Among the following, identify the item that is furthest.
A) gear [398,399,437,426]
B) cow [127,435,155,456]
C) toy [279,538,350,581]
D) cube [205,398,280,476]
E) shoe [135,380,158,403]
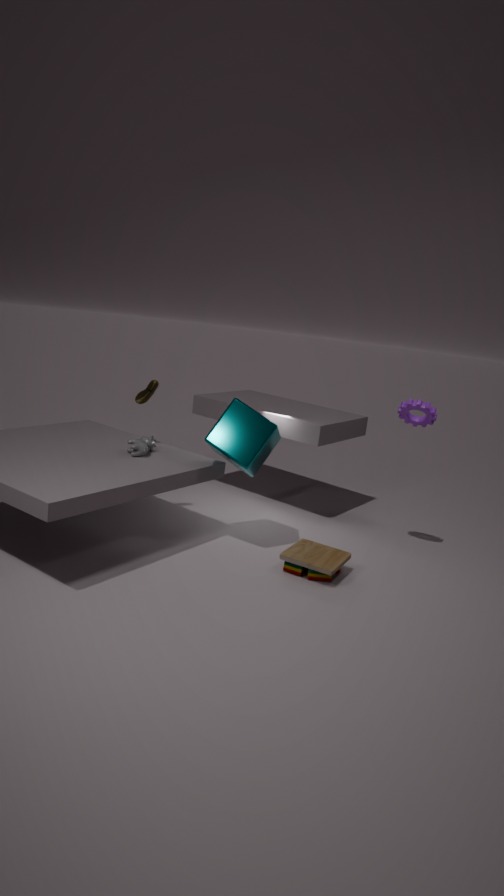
shoe [135,380,158,403]
